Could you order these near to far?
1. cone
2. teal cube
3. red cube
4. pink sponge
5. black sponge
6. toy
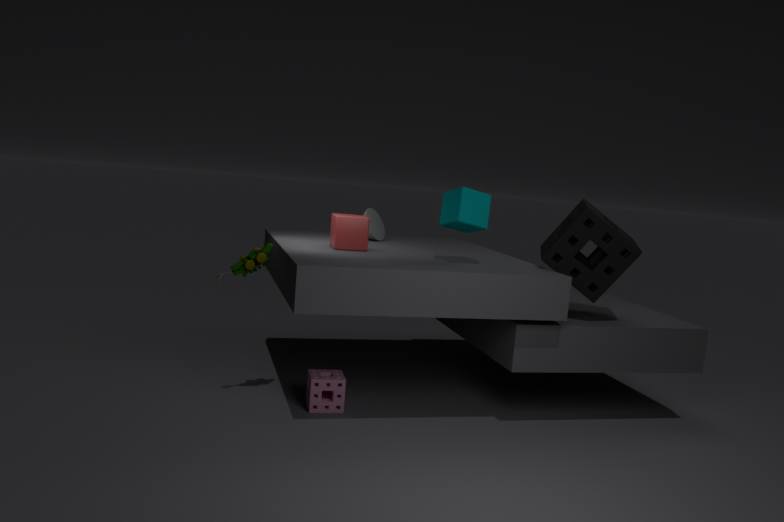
teal cube → toy → black sponge → pink sponge → red cube → cone
